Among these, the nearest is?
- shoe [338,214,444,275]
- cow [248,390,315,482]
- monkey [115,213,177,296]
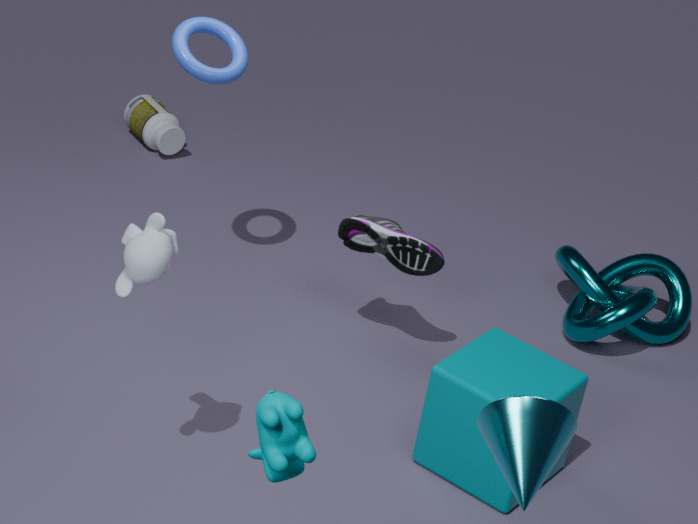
cow [248,390,315,482]
